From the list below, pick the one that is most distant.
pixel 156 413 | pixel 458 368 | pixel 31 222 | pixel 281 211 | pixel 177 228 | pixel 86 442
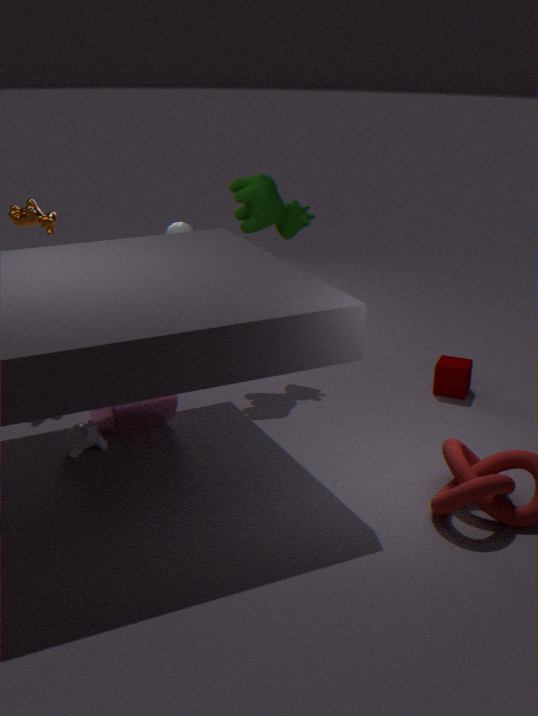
pixel 177 228
